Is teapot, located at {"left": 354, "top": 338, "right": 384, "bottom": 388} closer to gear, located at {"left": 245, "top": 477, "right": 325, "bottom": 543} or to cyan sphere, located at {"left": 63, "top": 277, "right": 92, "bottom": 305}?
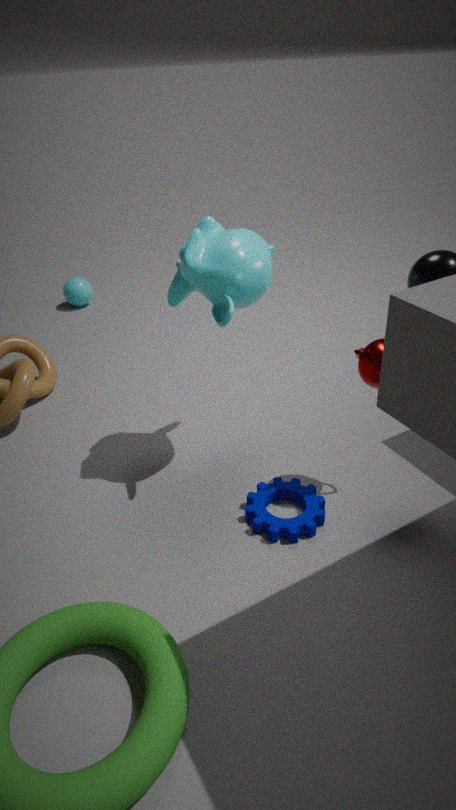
gear, located at {"left": 245, "top": 477, "right": 325, "bottom": 543}
